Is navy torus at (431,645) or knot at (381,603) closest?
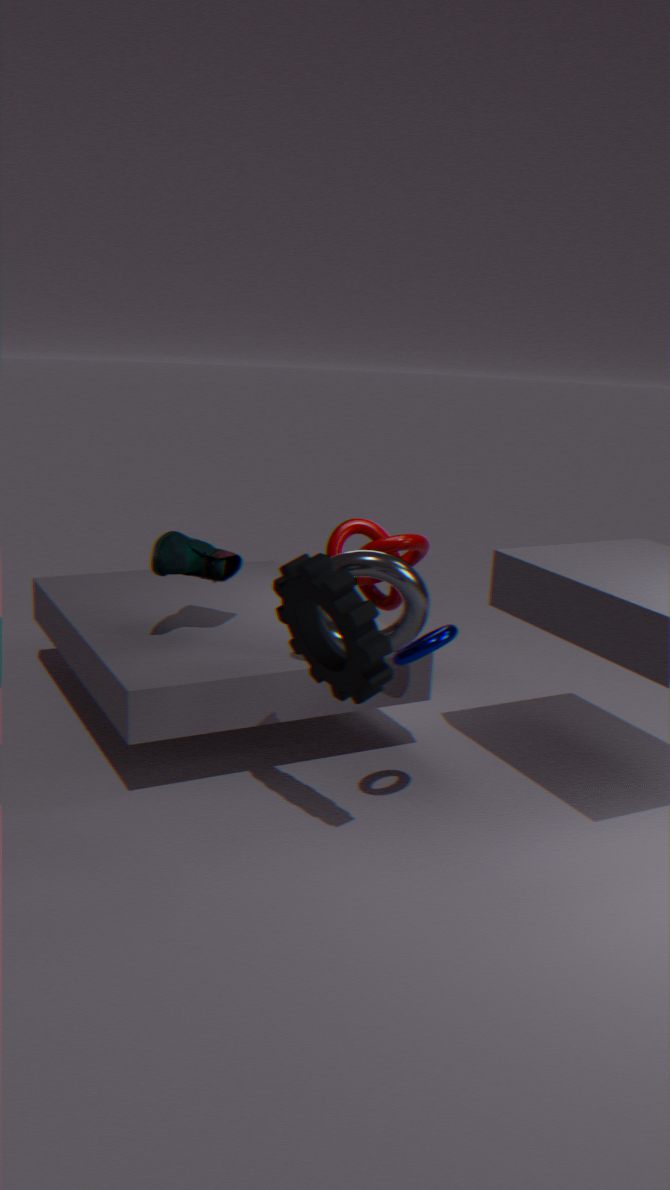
navy torus at (431,645)
